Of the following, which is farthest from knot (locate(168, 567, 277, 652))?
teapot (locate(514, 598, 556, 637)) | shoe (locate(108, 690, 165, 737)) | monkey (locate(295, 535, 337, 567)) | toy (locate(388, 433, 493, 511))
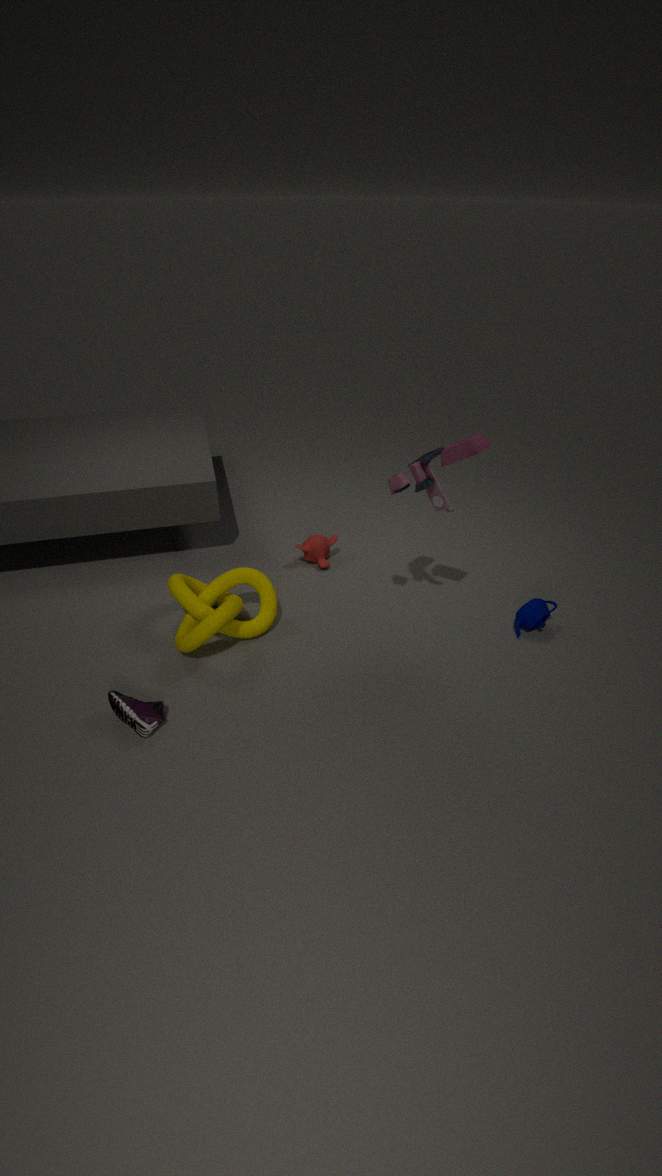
teapot (locate(514, 598, 556, 637))
